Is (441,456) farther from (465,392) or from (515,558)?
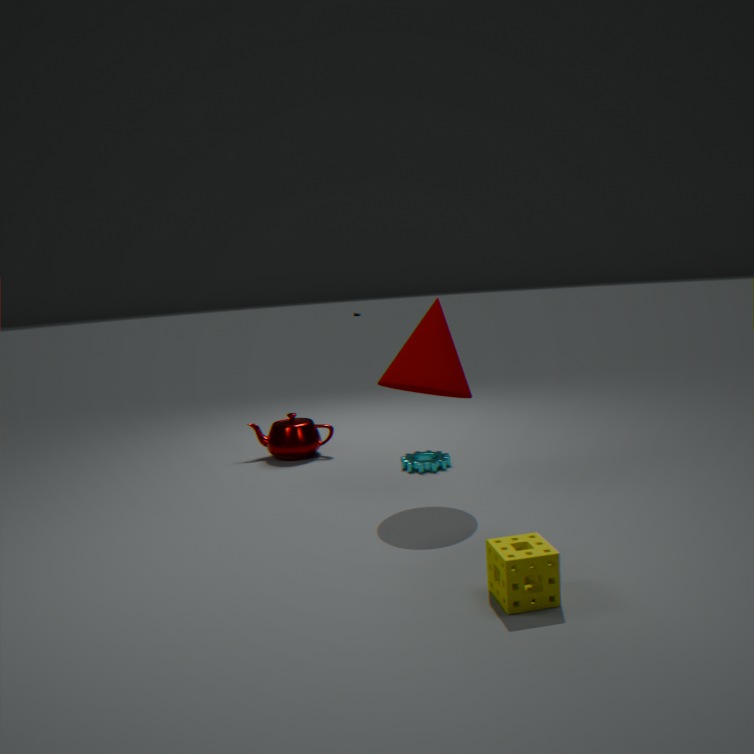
(515,558)
